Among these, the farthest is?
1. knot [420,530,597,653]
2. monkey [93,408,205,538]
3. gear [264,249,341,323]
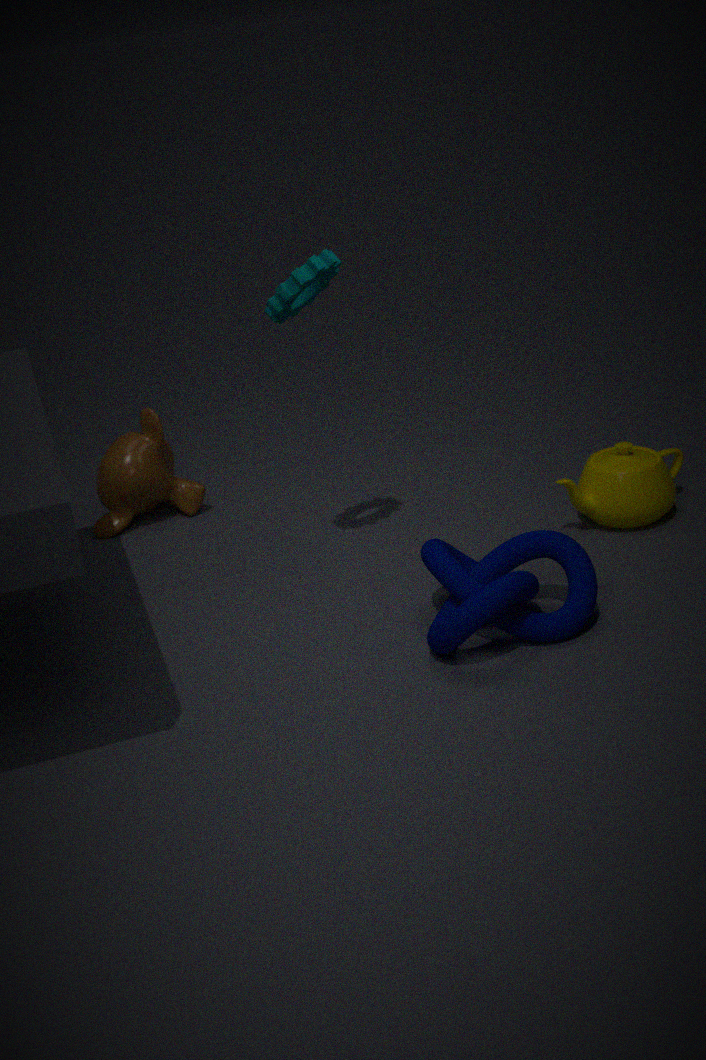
monkey [93,408,205,538]
